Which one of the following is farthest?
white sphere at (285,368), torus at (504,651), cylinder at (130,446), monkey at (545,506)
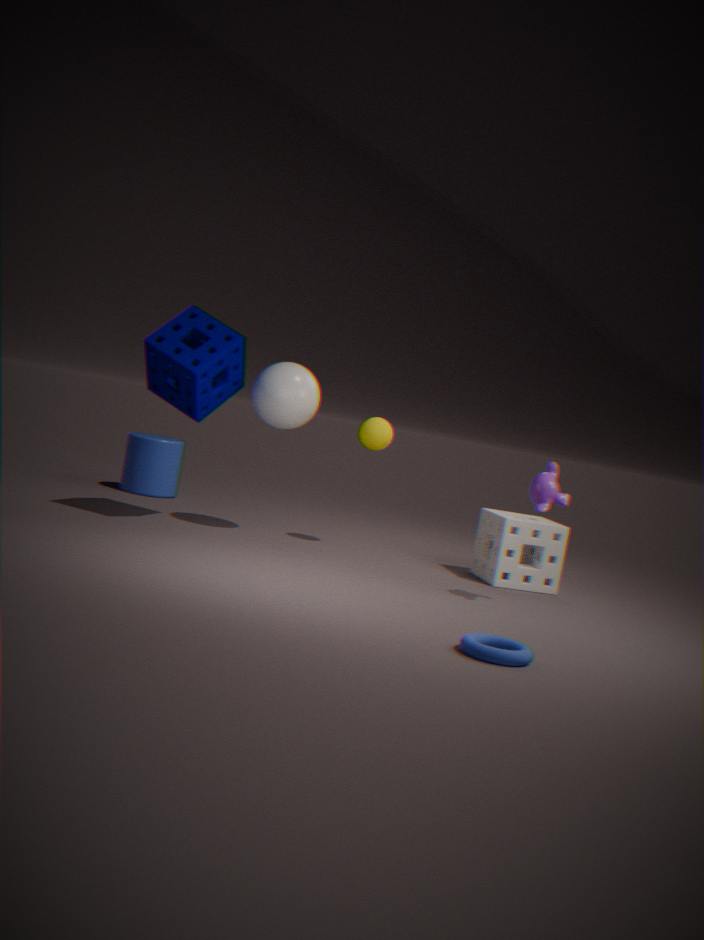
cylinder at (130,446)
